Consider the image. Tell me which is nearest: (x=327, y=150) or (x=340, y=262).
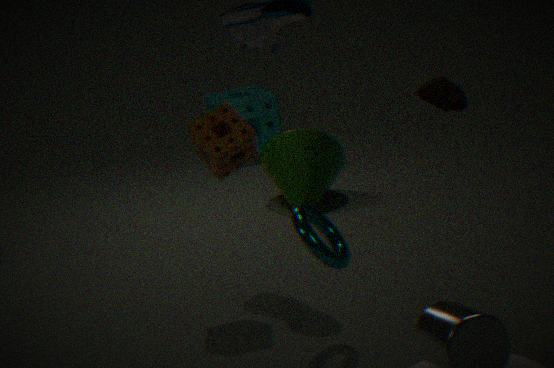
(x=340, y=262)
